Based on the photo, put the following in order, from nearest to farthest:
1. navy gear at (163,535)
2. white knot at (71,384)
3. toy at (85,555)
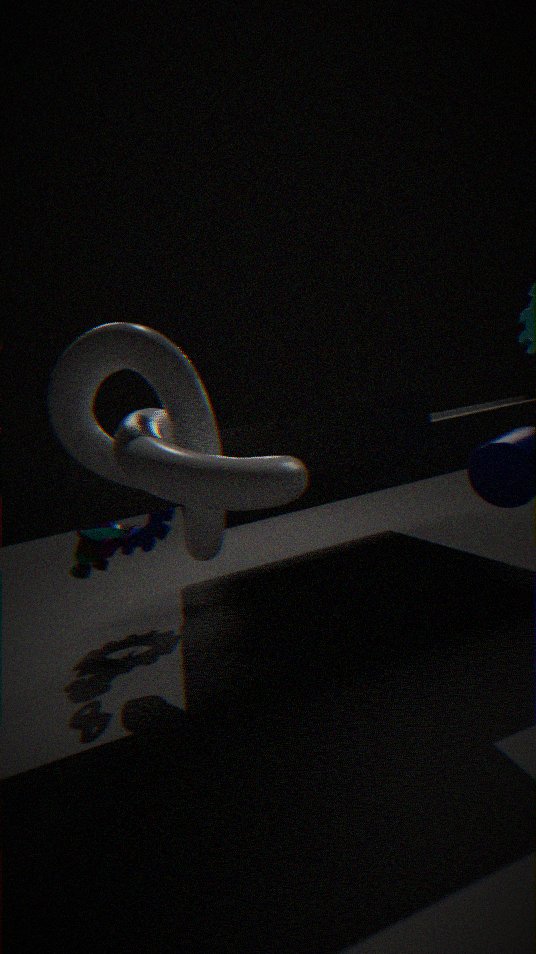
white knot at (71,384) → toy at (85,555) → navy gear at (163,535)
